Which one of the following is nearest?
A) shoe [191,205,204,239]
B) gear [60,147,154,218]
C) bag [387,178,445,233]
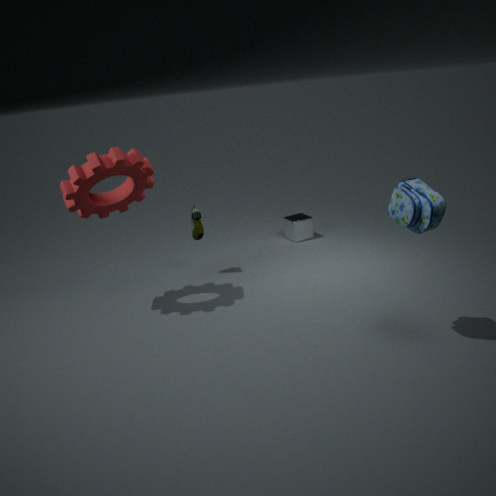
bag [387,178,445,233]
